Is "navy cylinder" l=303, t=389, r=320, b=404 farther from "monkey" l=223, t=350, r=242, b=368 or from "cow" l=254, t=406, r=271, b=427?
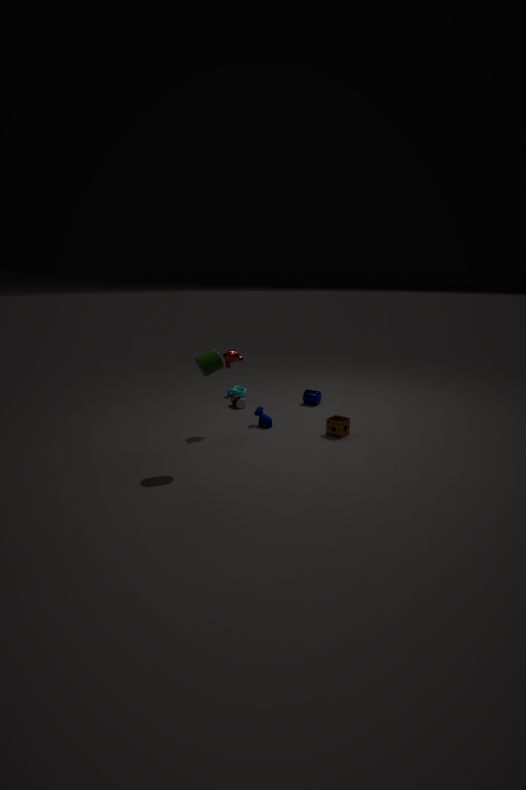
"monkey" l=223, t=350, r=242, b=368
